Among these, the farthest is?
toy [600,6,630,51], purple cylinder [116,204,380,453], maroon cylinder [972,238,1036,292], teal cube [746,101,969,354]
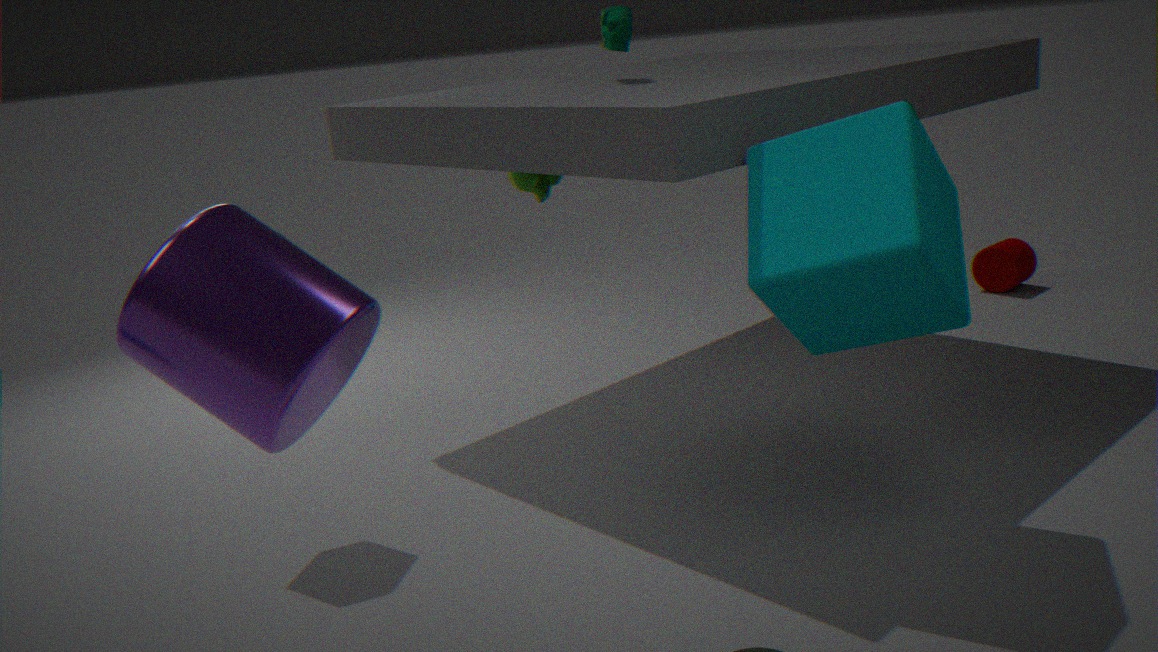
maroon cylinder [972,238,1036,292]
